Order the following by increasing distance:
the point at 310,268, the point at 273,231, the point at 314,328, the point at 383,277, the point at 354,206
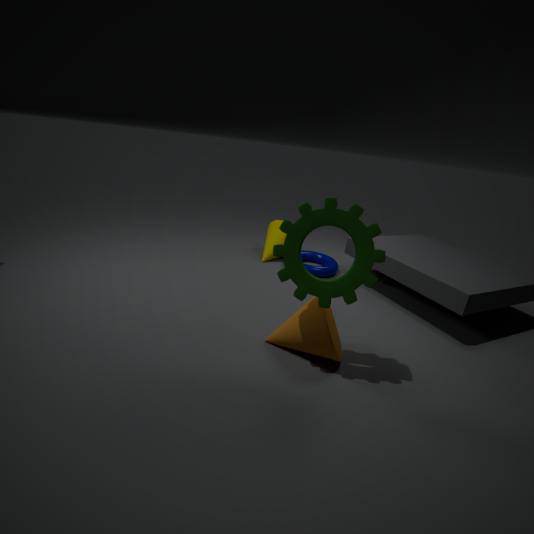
the point at 354,206 → the point at 314,328 → the point at 310,268 → the point at 383,277 → the point at 273,231
